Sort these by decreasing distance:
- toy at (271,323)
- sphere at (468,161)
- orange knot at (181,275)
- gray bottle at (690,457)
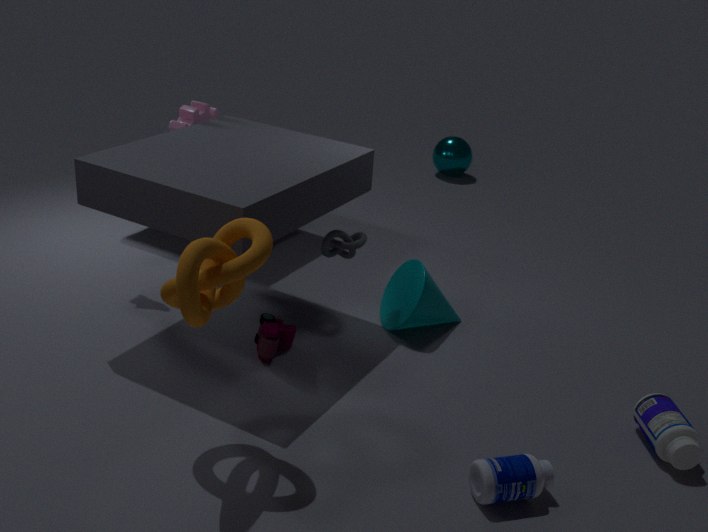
sphere at (468,161) < toy at (271,323) < gray bottle at (690,457) < orange knot at (181,275)
